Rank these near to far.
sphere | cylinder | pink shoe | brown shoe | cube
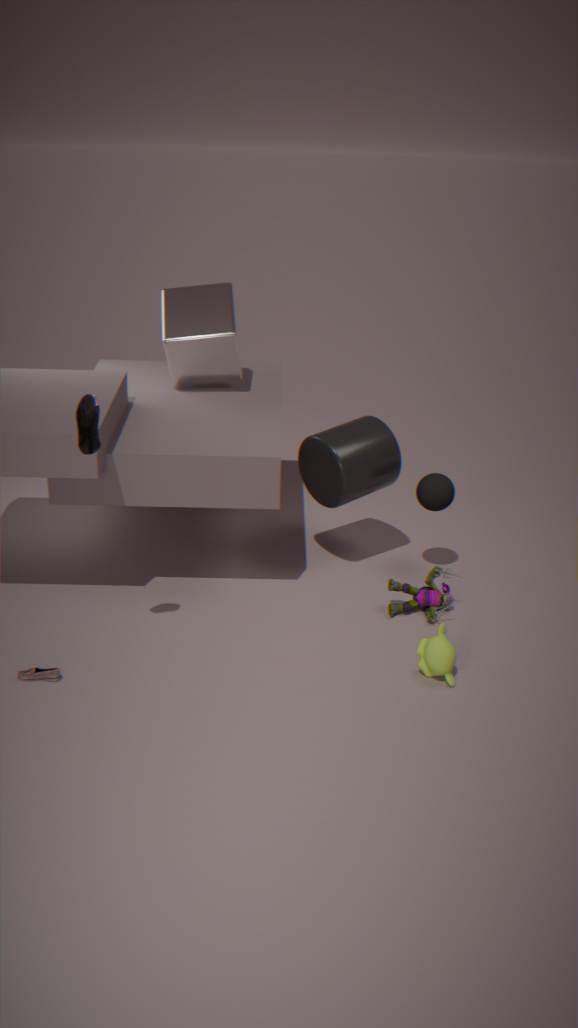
brown shoe
pink shoe
cylinder
sphere
cube
